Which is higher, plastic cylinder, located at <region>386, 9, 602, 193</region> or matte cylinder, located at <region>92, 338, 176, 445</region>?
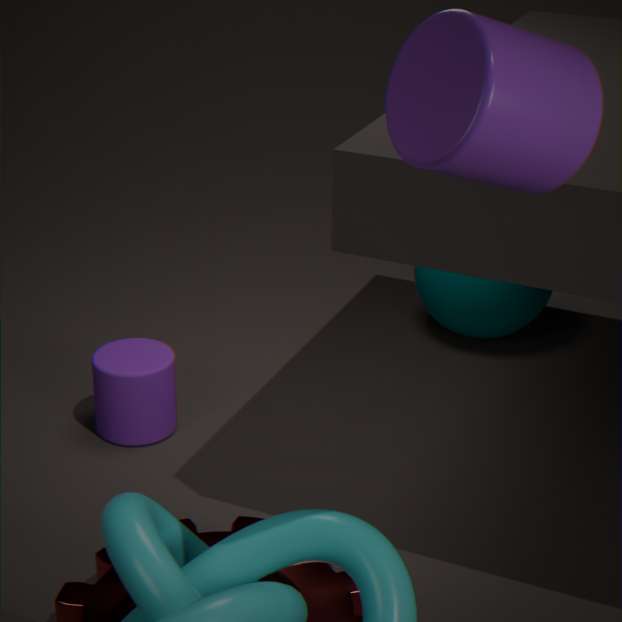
plastic cylinder, located at <region>386, 9, 602, 193</region>
